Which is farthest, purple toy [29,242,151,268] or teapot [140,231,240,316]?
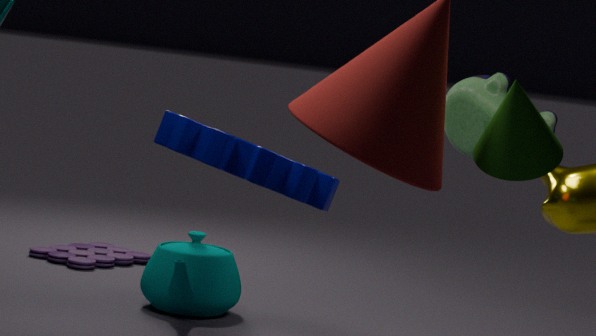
purple toy [29,242,151,268]
